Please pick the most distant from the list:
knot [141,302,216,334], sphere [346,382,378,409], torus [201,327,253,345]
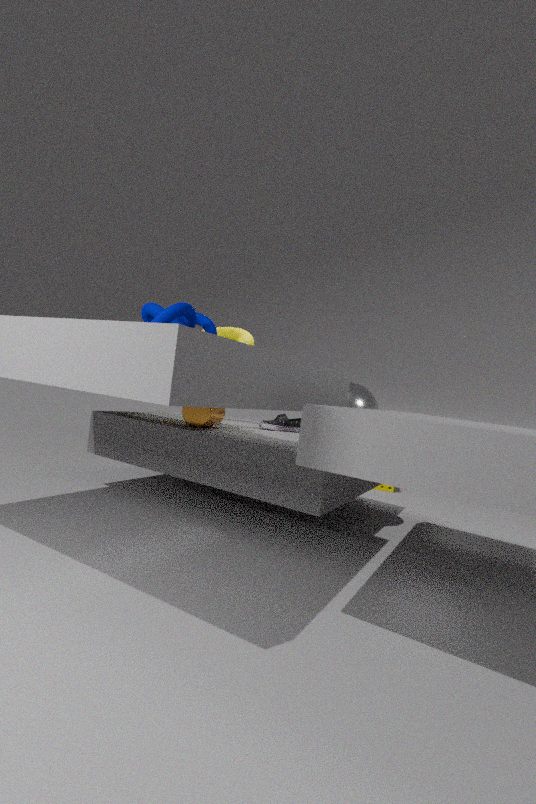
torus [201,327,253,345]
